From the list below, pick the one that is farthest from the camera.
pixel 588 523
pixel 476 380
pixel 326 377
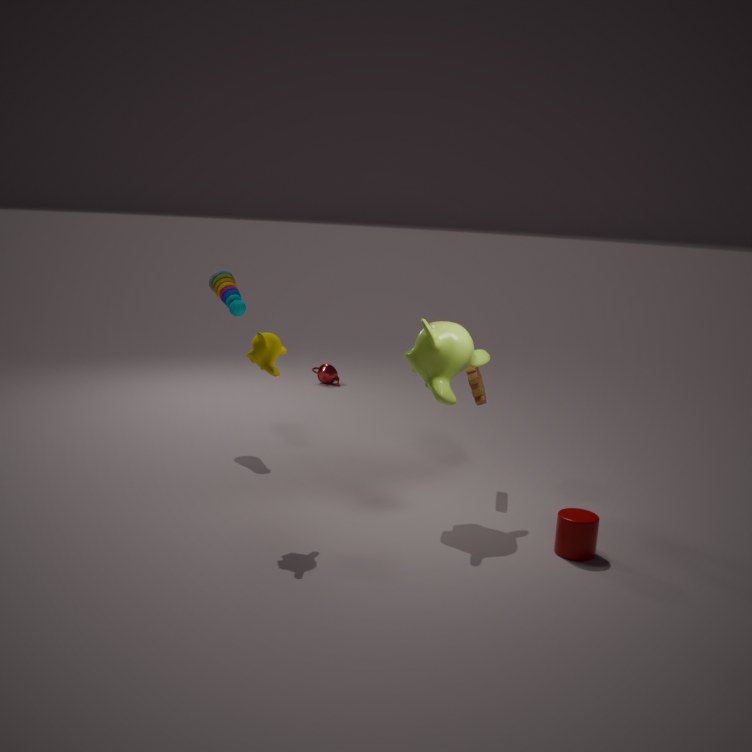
pixel 326 377
